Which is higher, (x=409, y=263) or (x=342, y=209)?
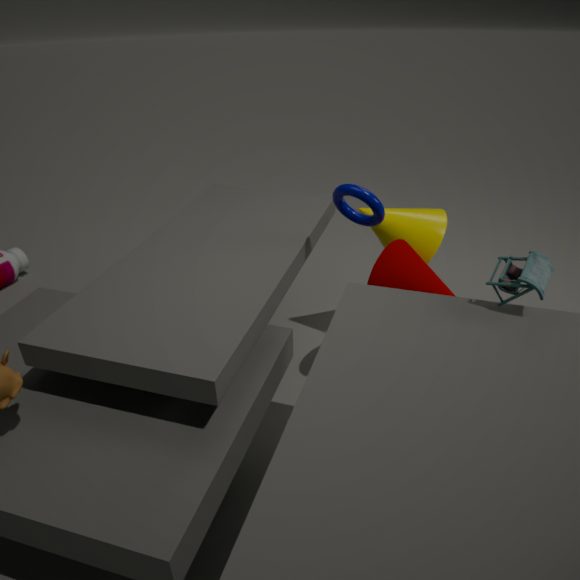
(x=342, y=209)
